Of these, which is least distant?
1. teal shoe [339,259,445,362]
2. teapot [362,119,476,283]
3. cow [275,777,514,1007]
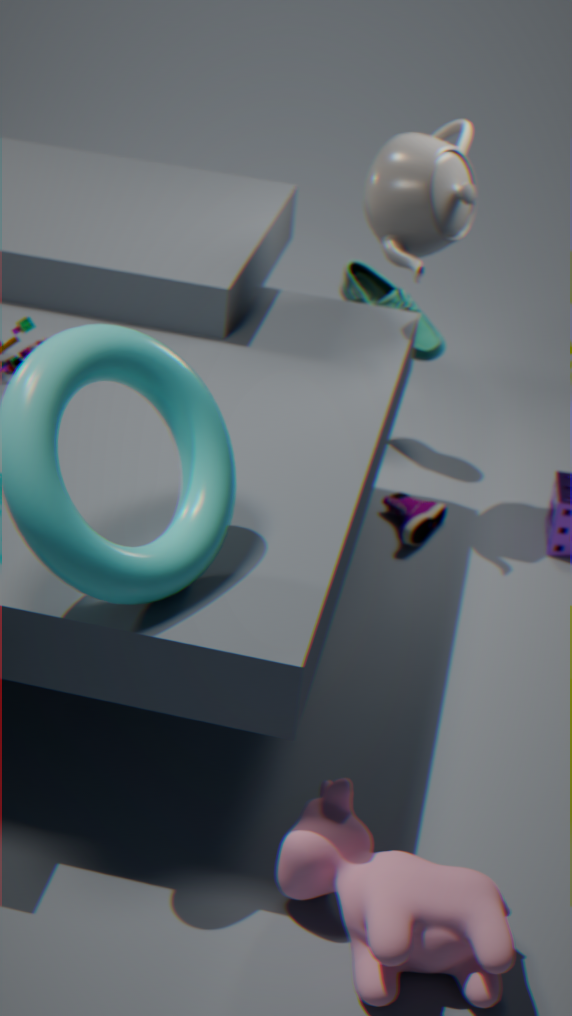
cow [275,777,514,1007]
